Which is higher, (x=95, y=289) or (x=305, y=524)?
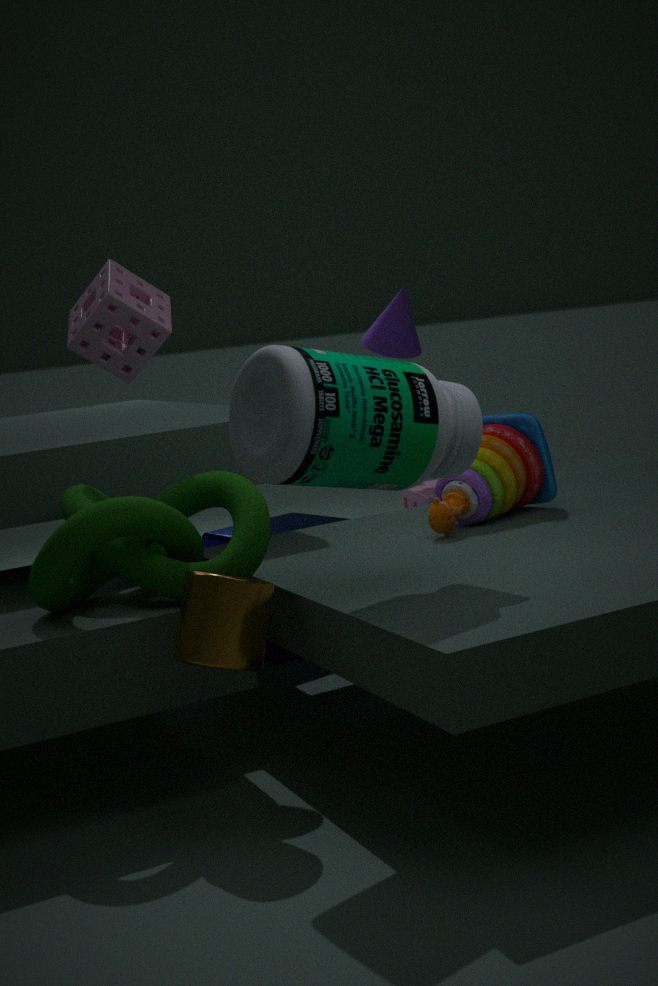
(x=95, y=289)
